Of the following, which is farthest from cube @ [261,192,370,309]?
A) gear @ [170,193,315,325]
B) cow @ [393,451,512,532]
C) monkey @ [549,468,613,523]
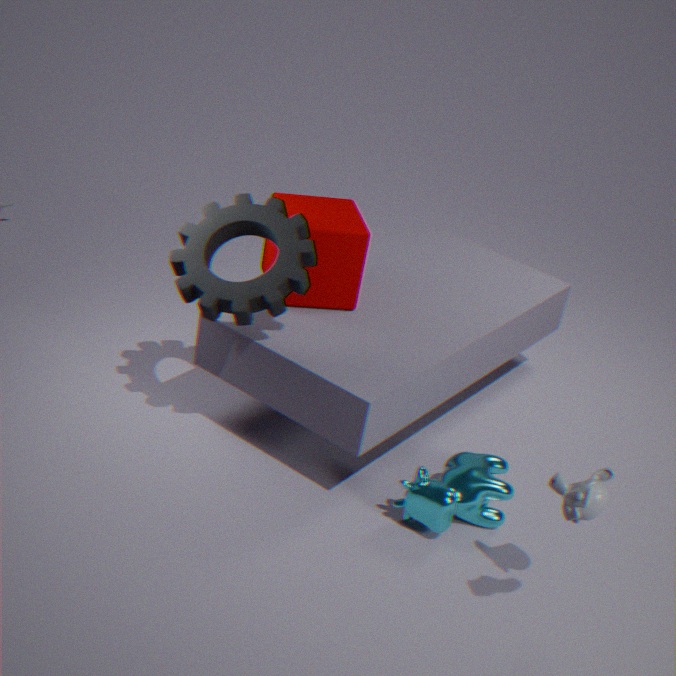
monkey @ [549,468,613,523]
